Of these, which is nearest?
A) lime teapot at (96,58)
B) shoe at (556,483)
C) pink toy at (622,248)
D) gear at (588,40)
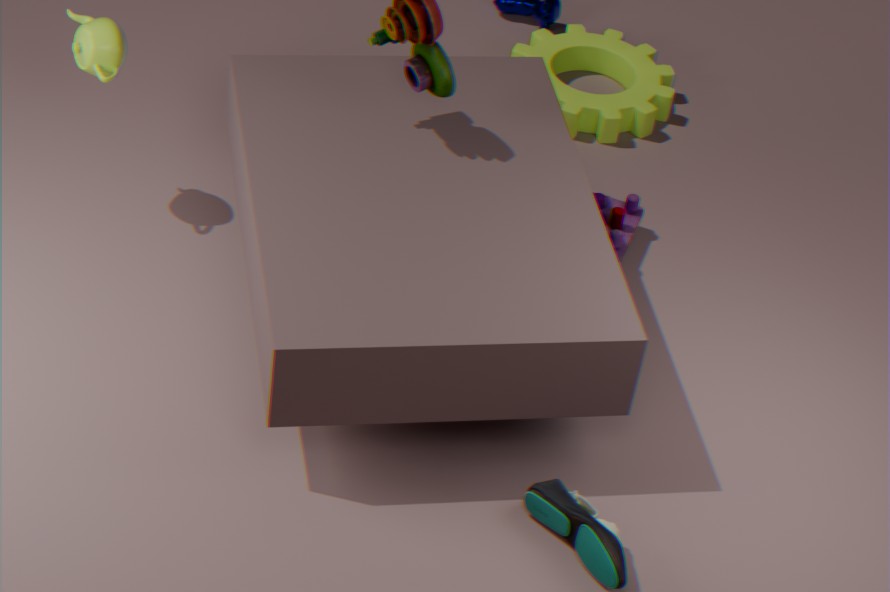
shoe at (556,483)
